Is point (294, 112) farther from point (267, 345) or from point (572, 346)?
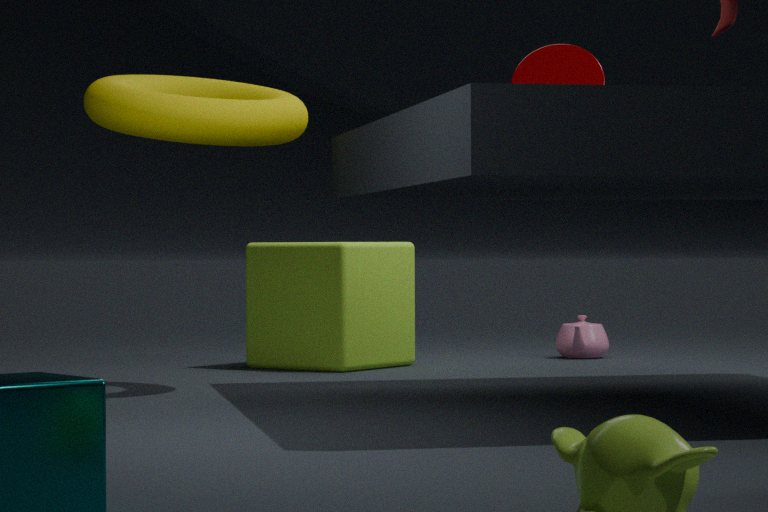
point (572, 346)
